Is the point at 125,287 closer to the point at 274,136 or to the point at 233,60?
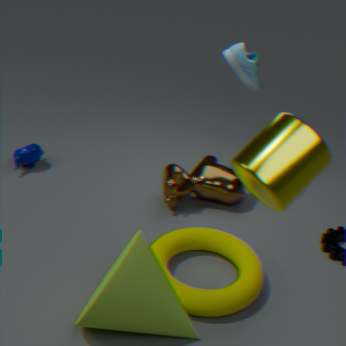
the point at 274,136
